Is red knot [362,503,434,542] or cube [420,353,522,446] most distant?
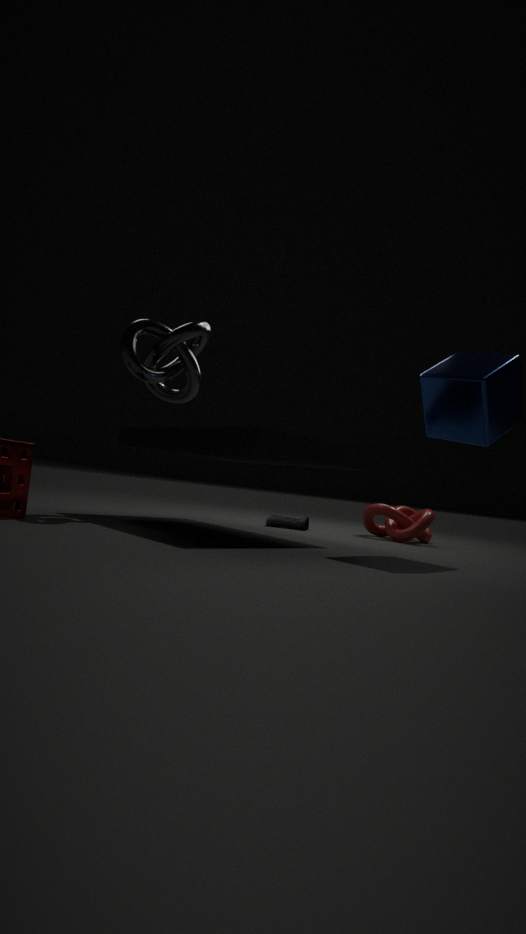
red knot [362,503,434,542]
